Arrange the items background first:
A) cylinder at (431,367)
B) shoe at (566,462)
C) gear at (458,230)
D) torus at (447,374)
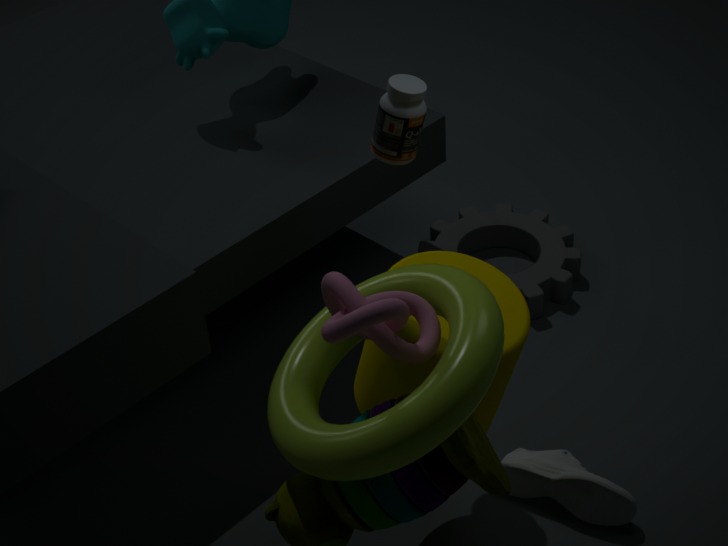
gear at (458,230), shoe at (566,462), cylinder at (431,367), torus at (447,374)
